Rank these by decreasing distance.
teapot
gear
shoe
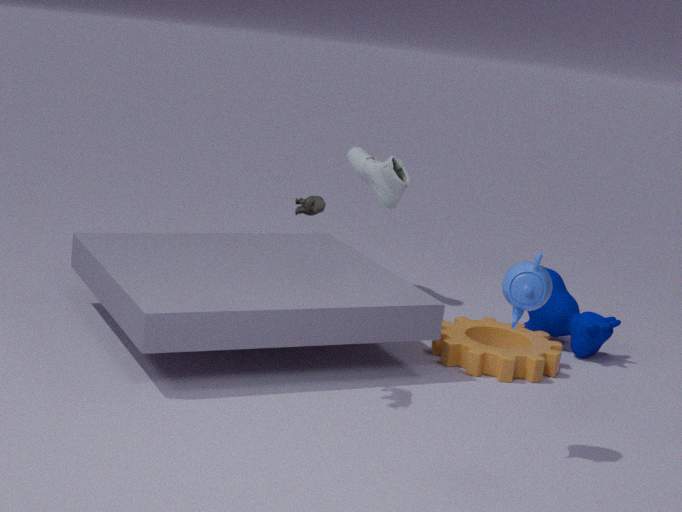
shoe → gear → teapot
